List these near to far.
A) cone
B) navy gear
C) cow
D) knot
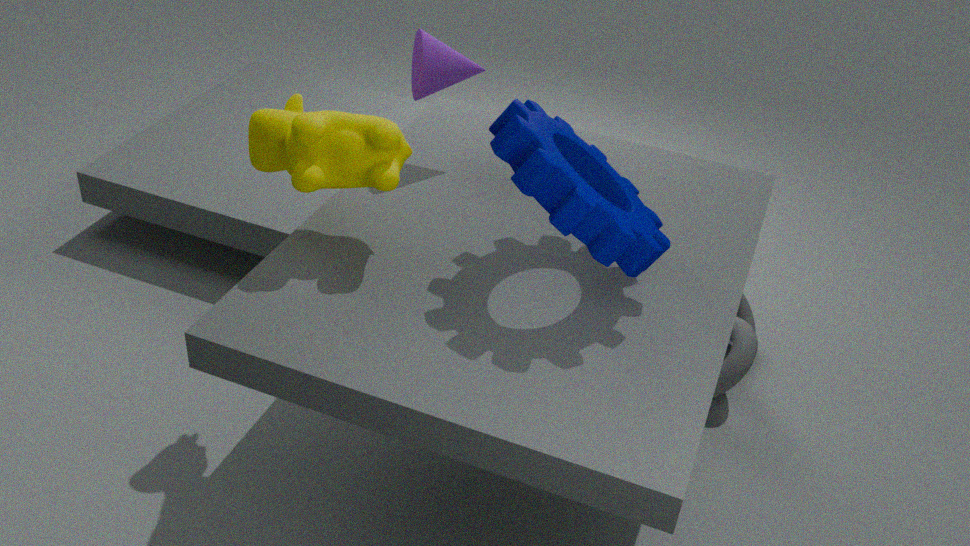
navy gear
cow
cone
knot
